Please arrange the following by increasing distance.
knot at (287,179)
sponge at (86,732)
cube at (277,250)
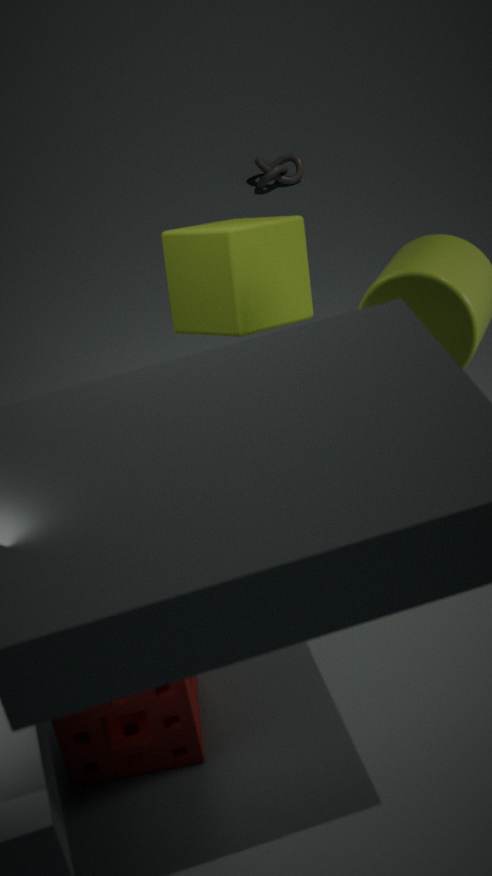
sponge at (86,732) → cube at (277,250) → knot at (287,179)
